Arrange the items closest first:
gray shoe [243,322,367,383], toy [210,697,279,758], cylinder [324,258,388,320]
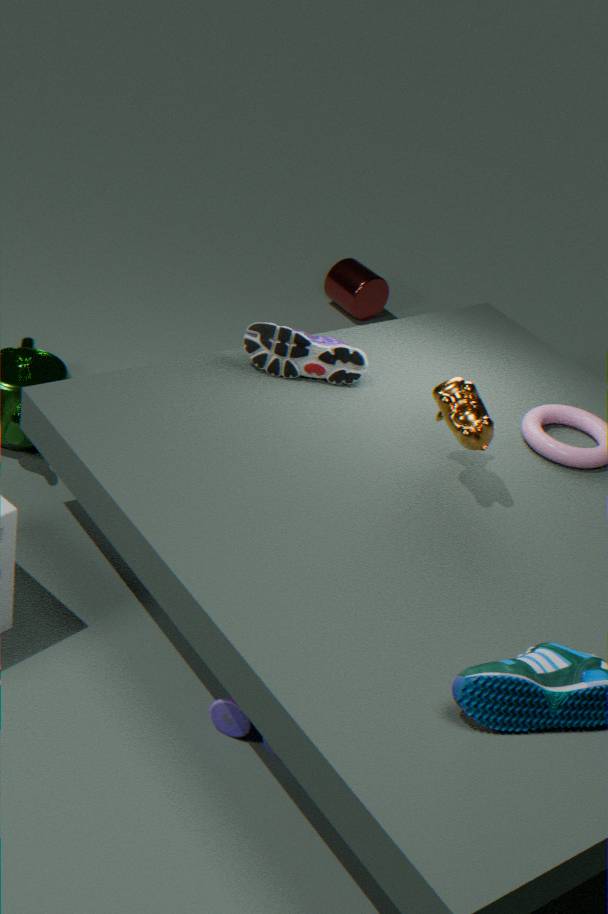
toy [210,697,279,758] → gray shoe [243,322,367,383] → cylinder [324,258,388,320]
